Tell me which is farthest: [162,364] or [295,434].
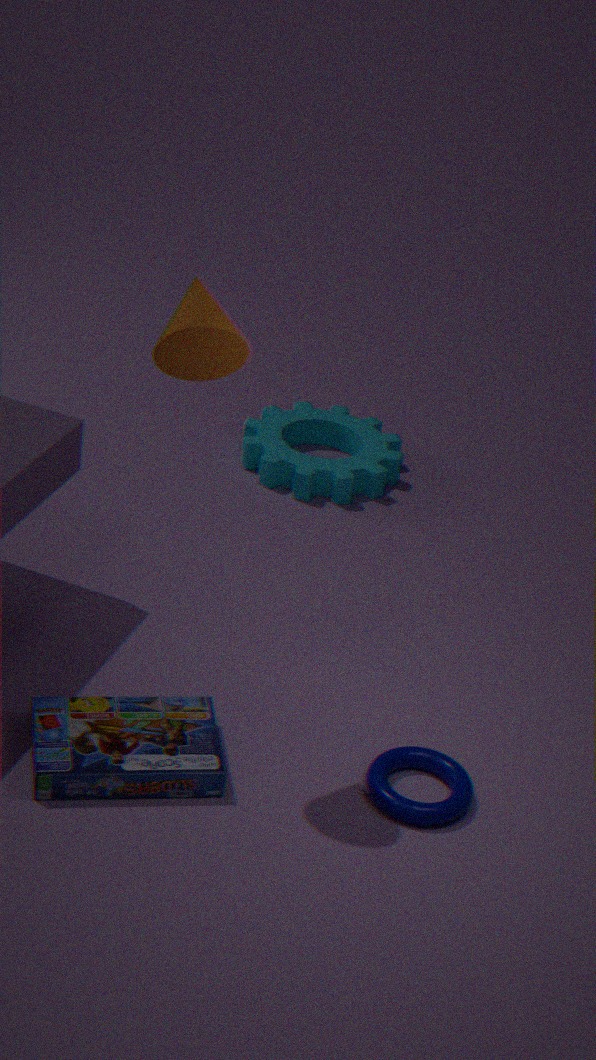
[295,434]
